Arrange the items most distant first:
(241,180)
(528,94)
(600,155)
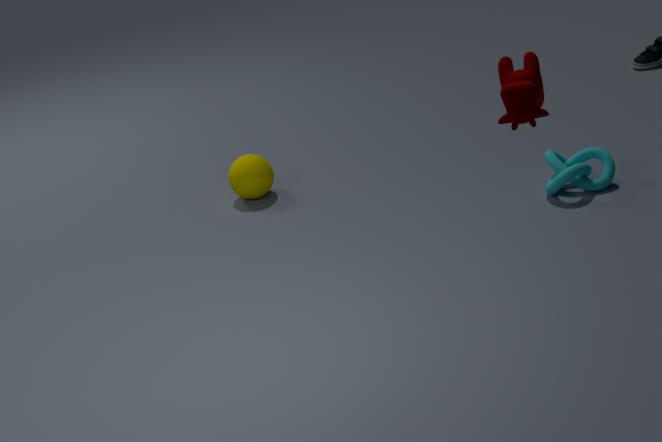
(241,180)
(600,155)
(528,94)
